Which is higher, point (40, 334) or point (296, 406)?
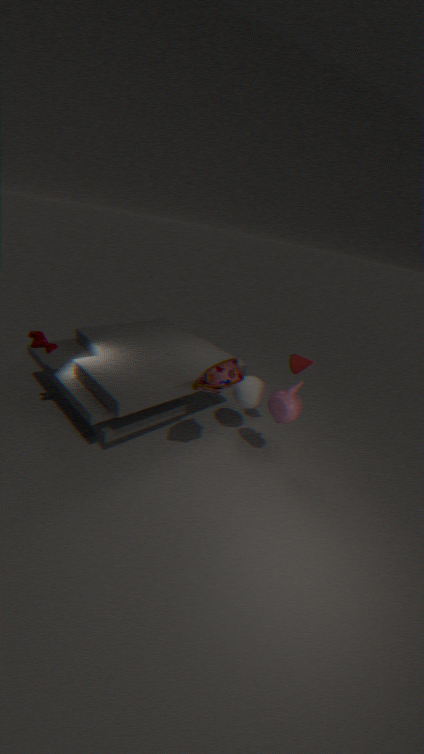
point (40, 334)
